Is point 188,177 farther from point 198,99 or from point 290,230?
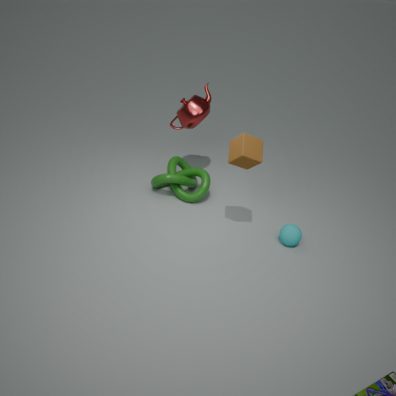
point 290,230
